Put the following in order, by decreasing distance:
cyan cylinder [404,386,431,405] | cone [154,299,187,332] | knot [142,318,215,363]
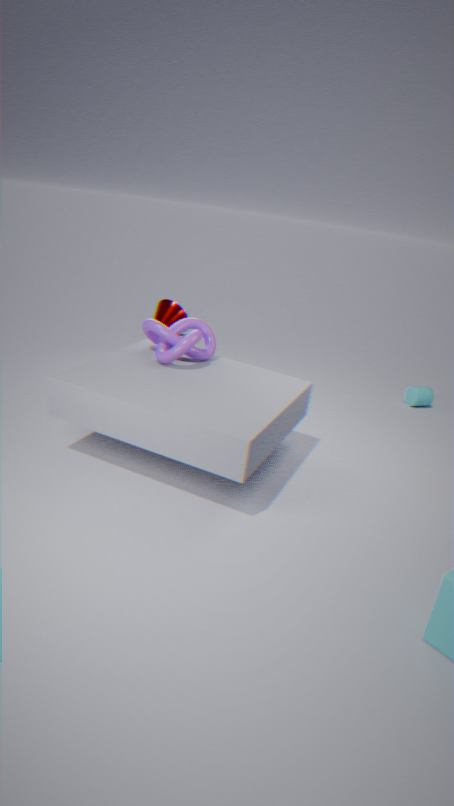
cone [154,299,187,332] < cyan cylinder [404,386,431,405] < knot [142,318,215,363]
